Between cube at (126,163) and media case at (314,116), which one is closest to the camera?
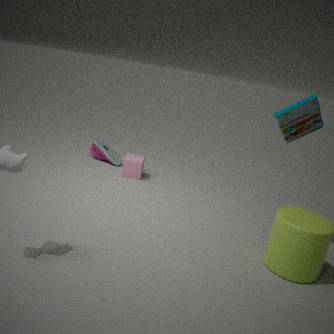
media case at (314,116)
